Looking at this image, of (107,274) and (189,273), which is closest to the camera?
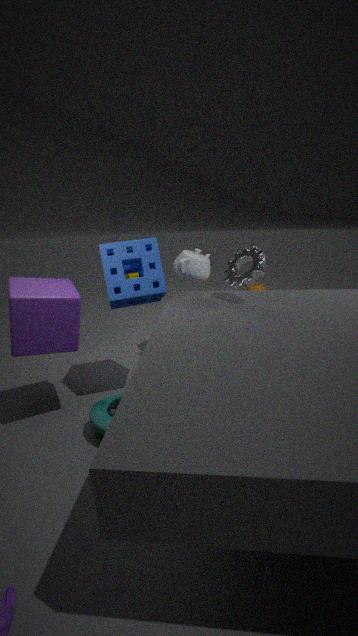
(107,274)
